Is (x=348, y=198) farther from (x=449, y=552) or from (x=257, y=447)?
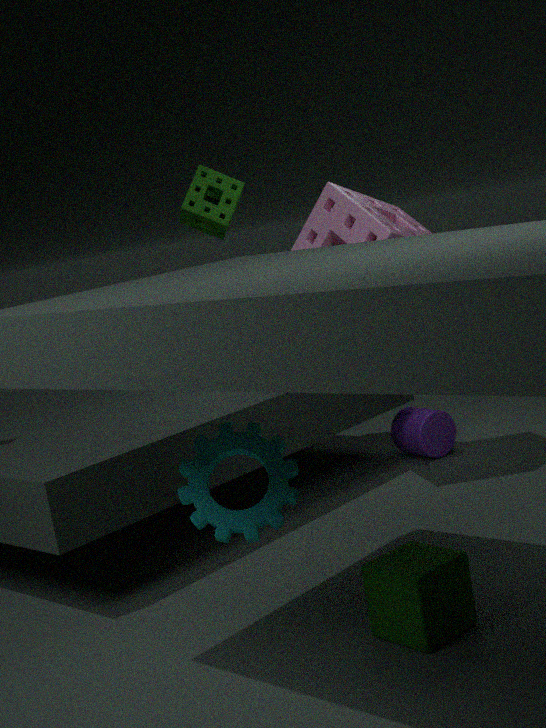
(x=449, y=552)
